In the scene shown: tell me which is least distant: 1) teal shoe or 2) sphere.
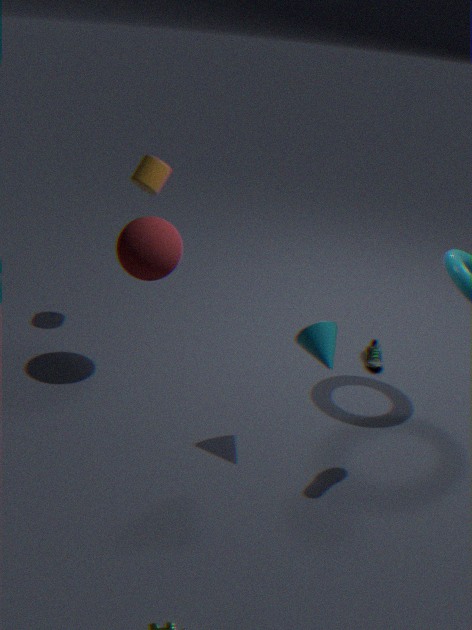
2. sphere
